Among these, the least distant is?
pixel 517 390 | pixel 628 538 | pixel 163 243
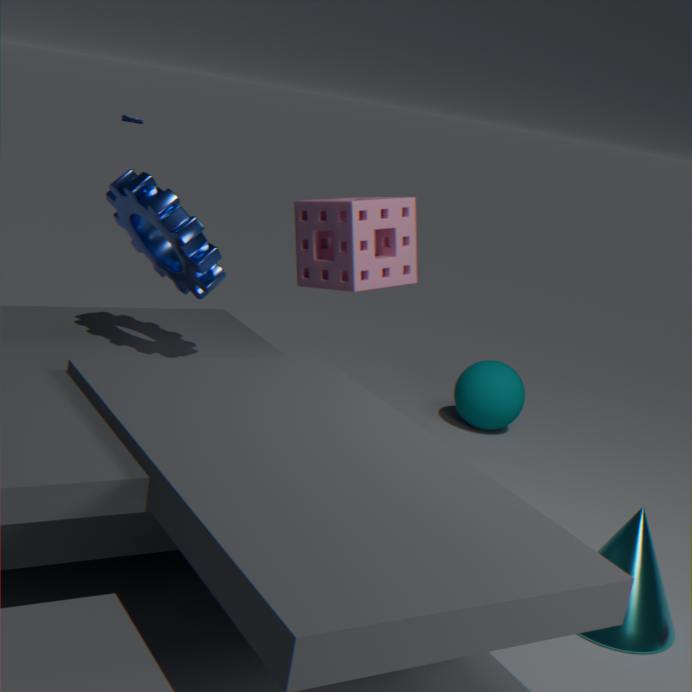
pixel 628 538
